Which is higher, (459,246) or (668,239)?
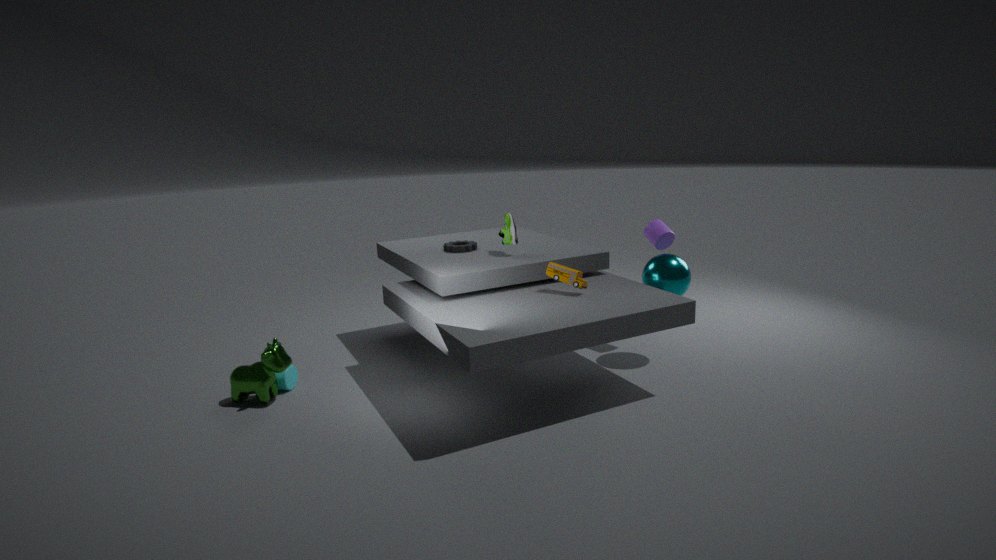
(668,239)
